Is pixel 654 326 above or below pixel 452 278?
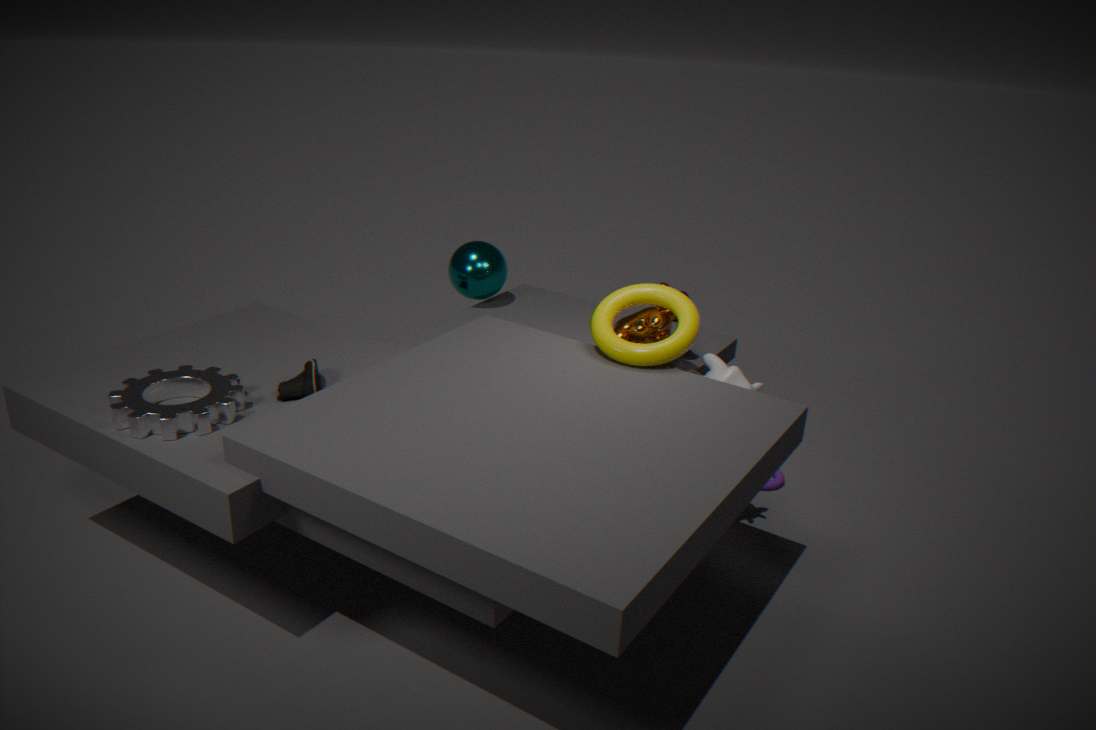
above
